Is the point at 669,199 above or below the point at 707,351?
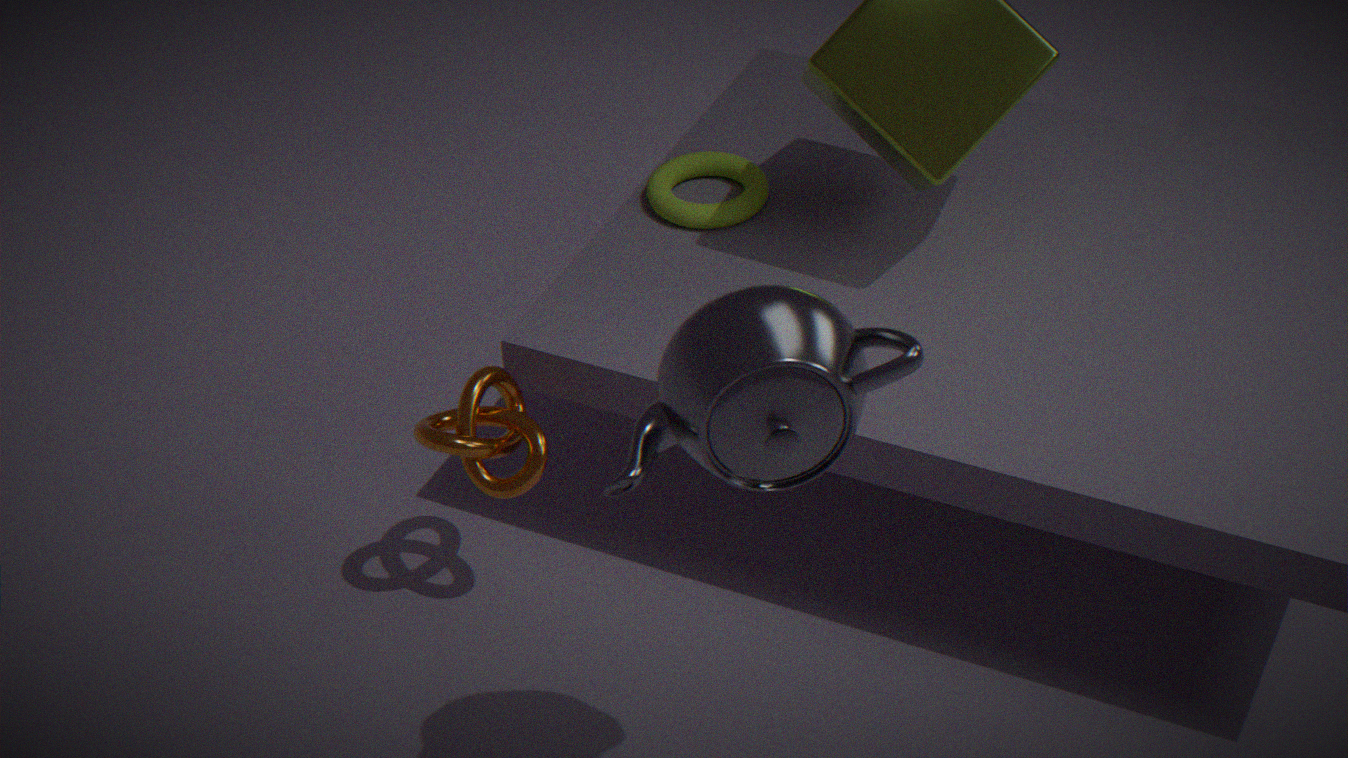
below
